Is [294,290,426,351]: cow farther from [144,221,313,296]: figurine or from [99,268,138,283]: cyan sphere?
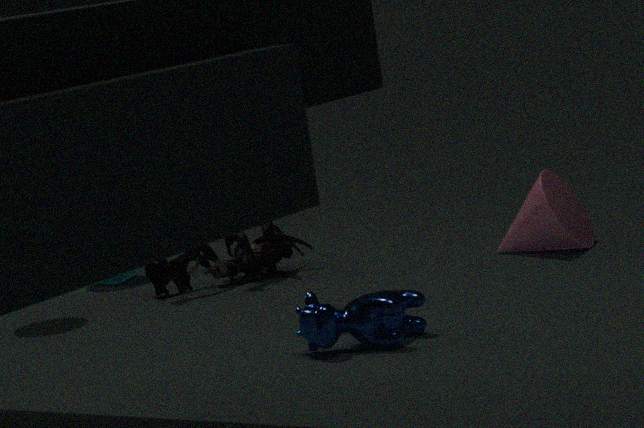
[99,268,138,283]: cyan sphere
